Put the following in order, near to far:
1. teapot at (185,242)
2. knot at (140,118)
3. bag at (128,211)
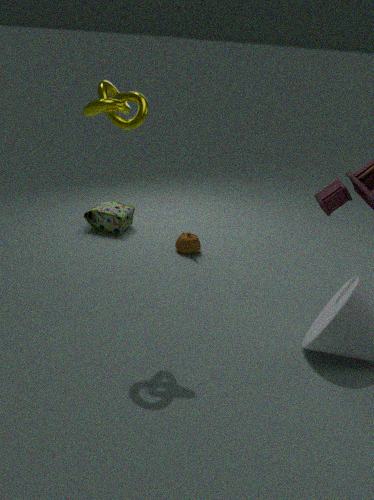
knot at (140,118), teapot at (185,242), bag at (128,211)
